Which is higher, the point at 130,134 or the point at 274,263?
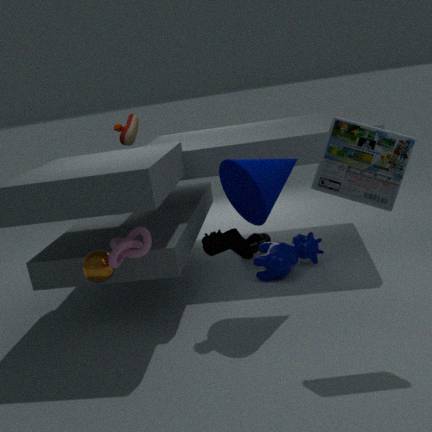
the point at 130,134
